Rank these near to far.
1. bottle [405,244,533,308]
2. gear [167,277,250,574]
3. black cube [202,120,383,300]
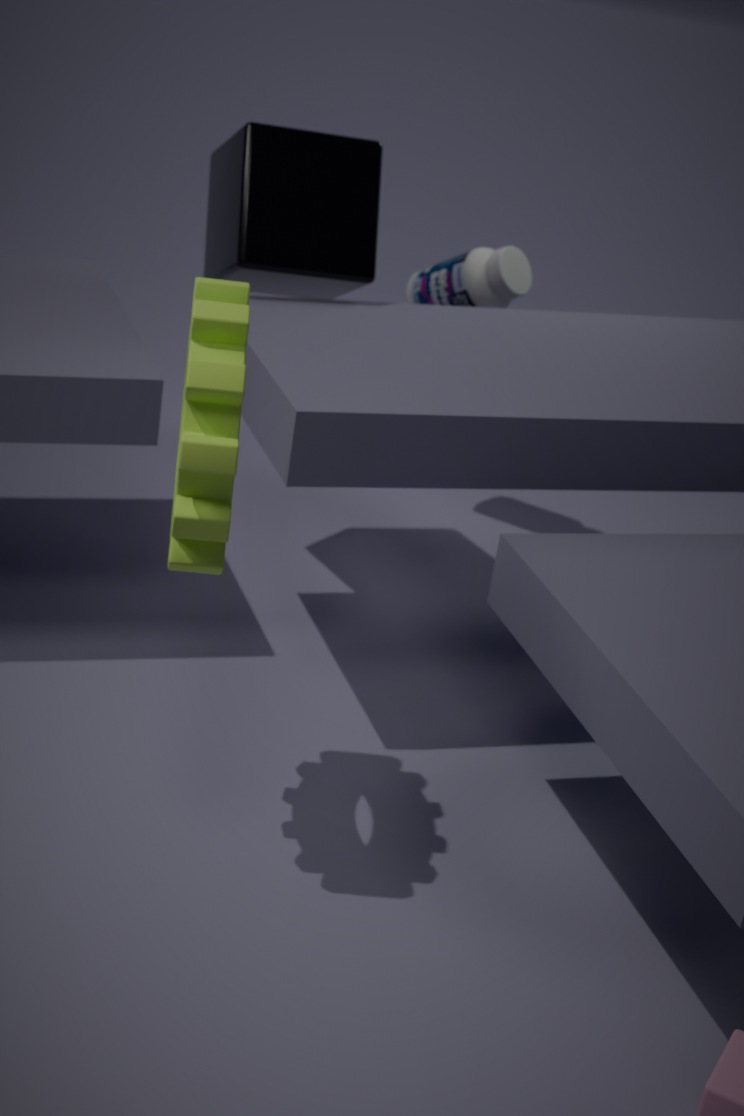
gear [167,277,250,574], black cube [202,120,383,300], bottle [405,244,533,308]
